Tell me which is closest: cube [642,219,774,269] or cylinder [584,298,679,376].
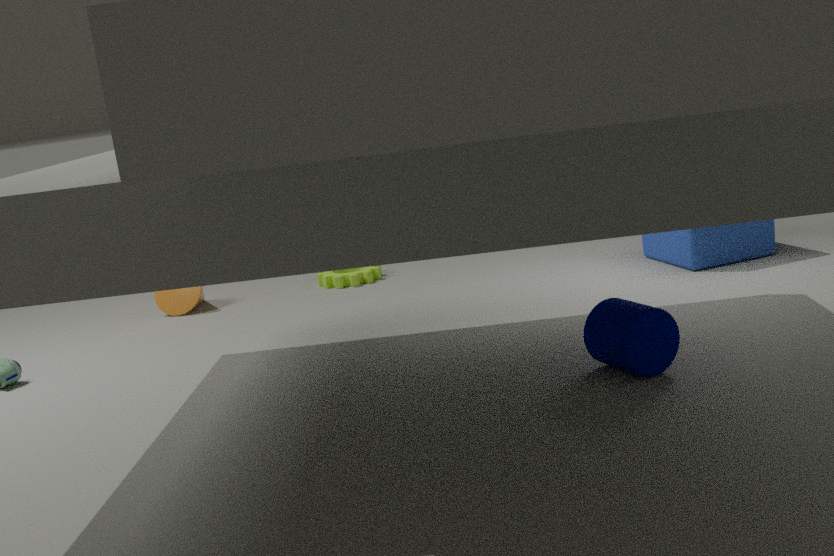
cylinder [584,298,679,376]
